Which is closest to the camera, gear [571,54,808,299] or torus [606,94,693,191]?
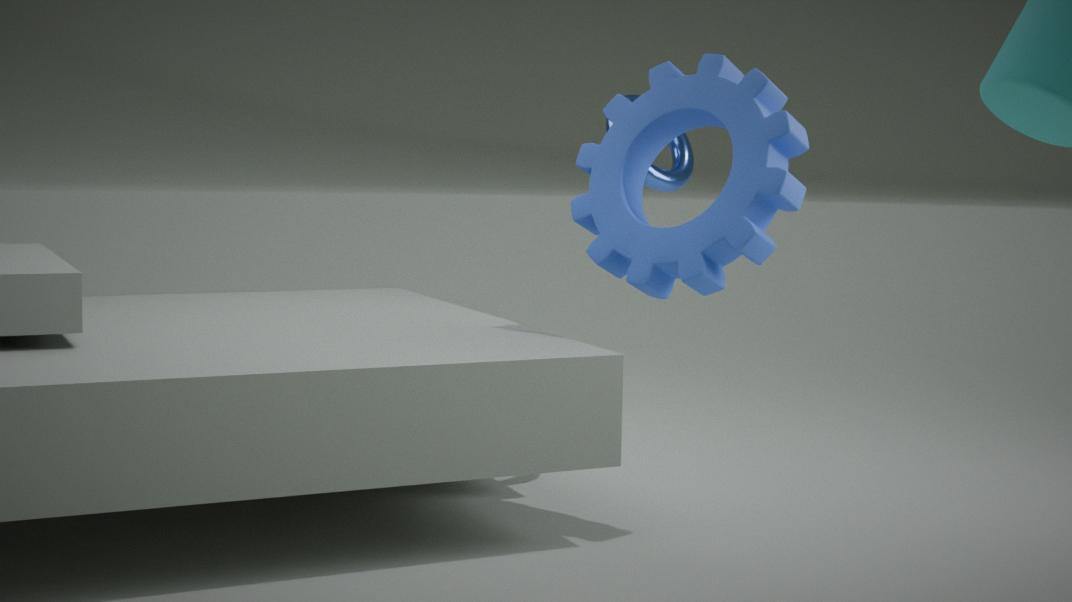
gear [571,54,808,299]
